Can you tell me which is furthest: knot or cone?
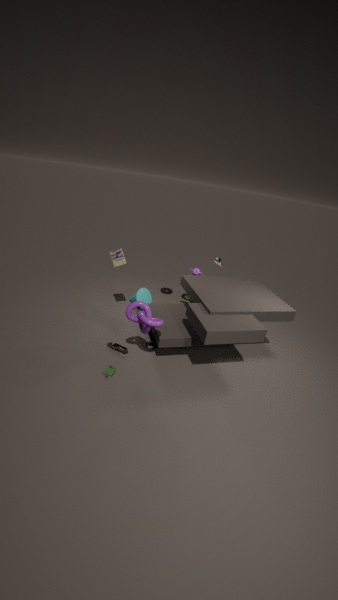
cone
